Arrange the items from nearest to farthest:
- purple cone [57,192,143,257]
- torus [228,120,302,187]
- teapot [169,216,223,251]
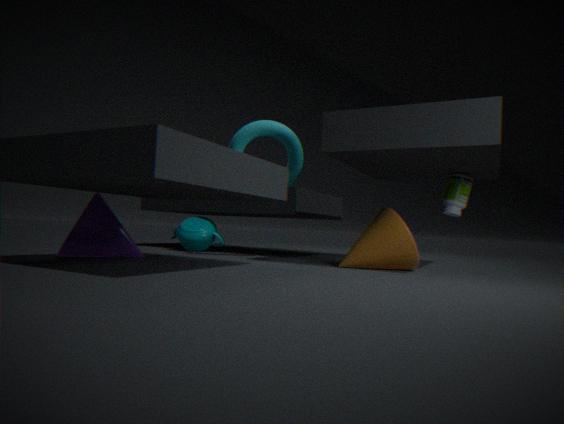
1. purple cone [57,192,143,257]
2. torus [228,120,302,187]
3. teapot [169,216,223,251]
